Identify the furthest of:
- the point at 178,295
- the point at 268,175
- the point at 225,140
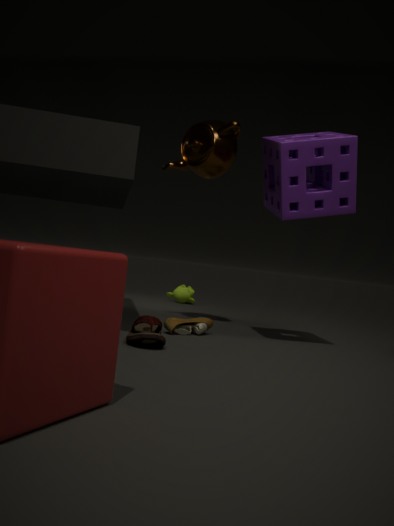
the point at 178,295
